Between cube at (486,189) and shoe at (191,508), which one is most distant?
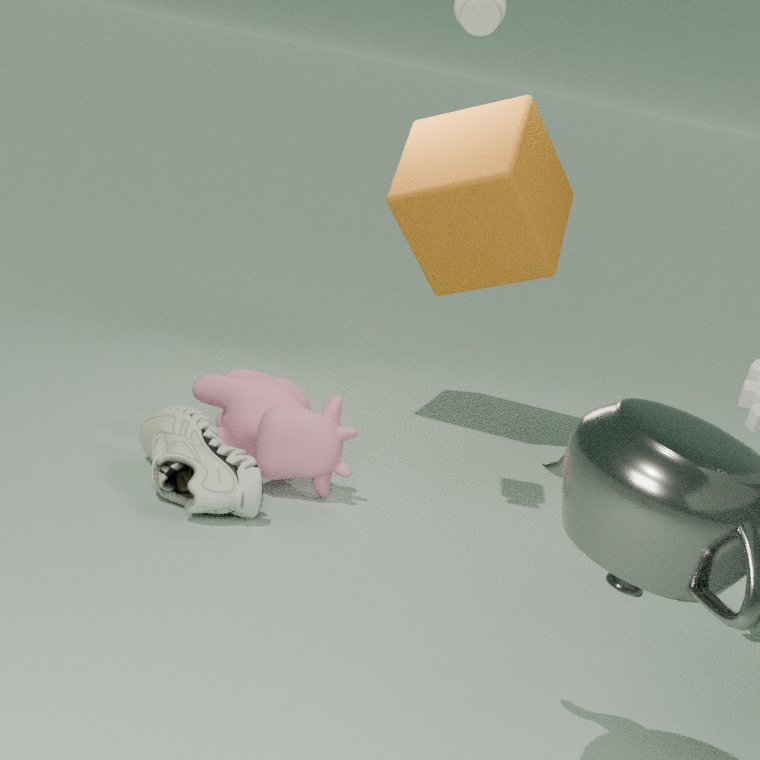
cube at (486,189)
